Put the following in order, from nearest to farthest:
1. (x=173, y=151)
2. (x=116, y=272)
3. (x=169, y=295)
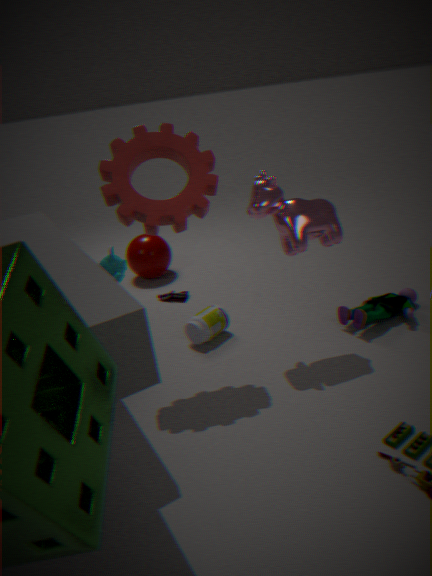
(x=173, y=151) < (x=116, y=272) < (x=169, y=295)
